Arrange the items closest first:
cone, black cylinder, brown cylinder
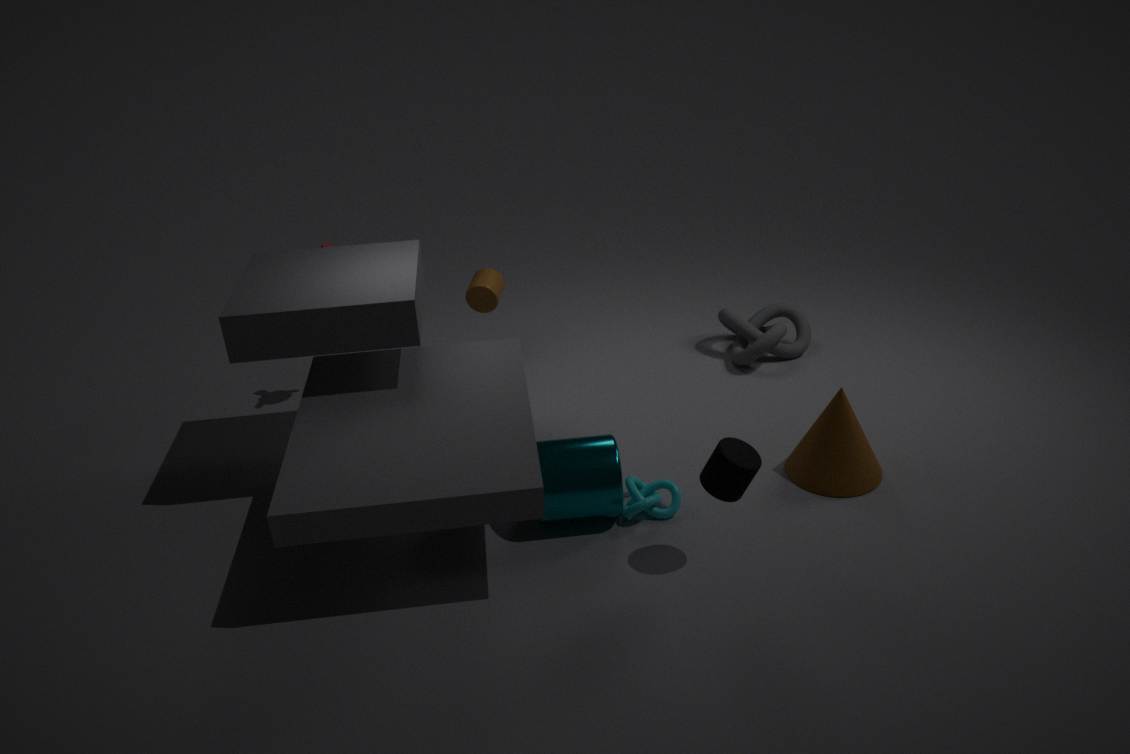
black cylinder → cone → brown cylinder
